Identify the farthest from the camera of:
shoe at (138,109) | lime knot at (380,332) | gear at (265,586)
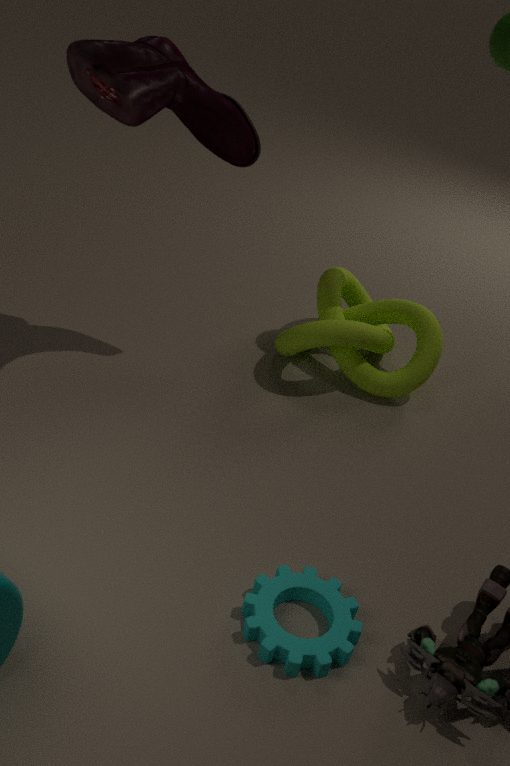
lime knot at (380,332)
